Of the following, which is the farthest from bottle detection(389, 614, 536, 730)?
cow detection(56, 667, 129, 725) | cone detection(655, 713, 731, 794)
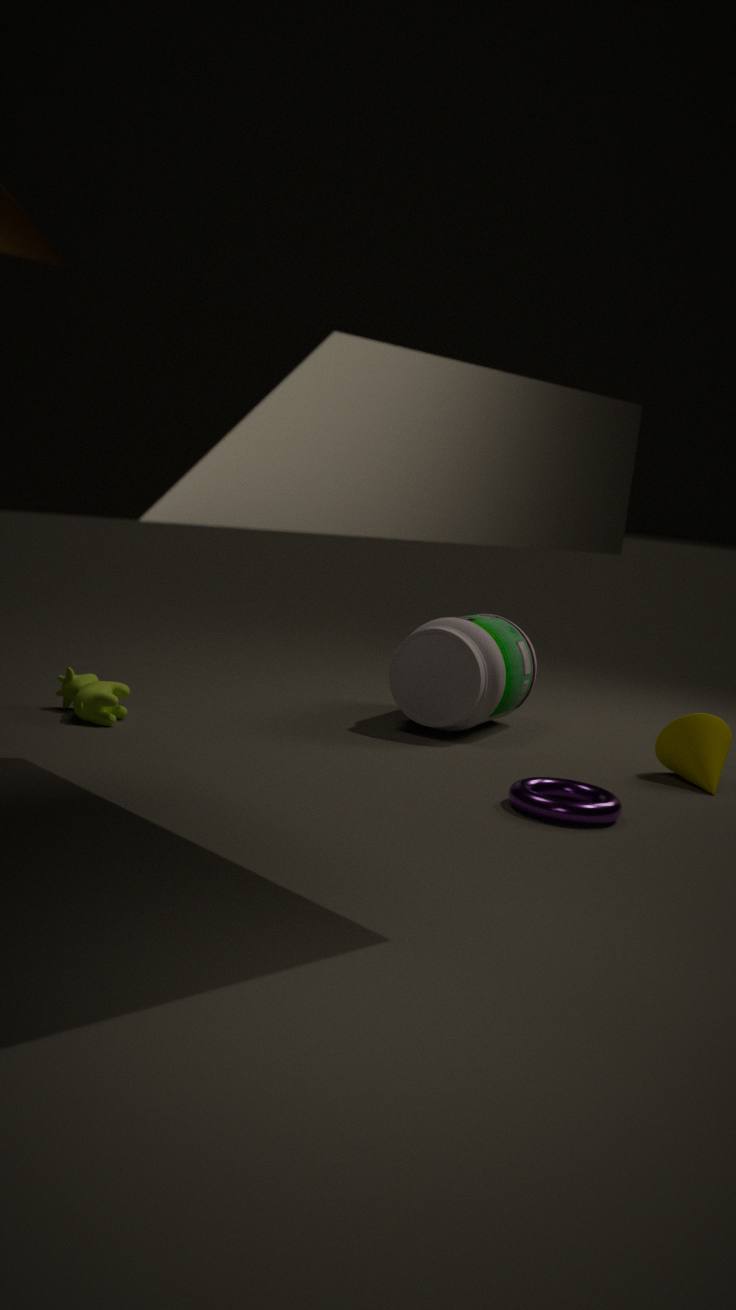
cow detection(56, 667, 129, 725)
